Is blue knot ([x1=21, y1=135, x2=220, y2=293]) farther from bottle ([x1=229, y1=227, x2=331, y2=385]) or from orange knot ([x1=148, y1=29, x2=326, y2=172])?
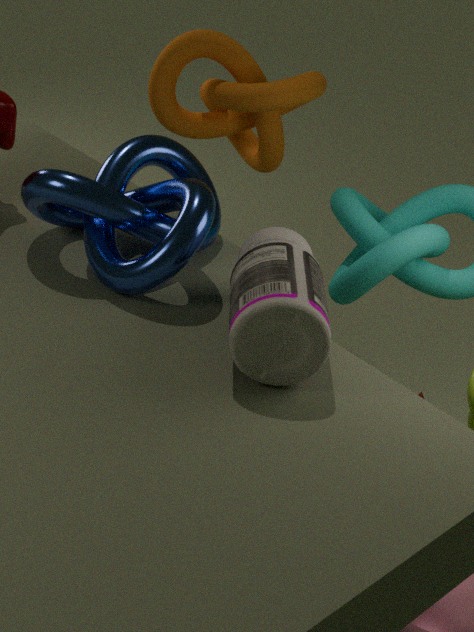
orange knot ([x1=148, y1=29, x2=326, y2=172])
